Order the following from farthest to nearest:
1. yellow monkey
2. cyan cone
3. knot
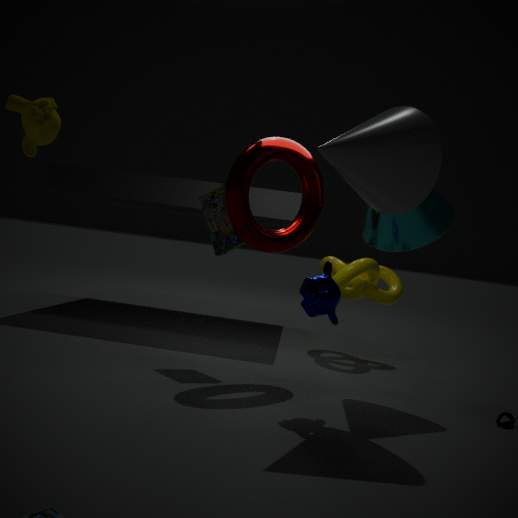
knot
cyan cone
yellow monkey
